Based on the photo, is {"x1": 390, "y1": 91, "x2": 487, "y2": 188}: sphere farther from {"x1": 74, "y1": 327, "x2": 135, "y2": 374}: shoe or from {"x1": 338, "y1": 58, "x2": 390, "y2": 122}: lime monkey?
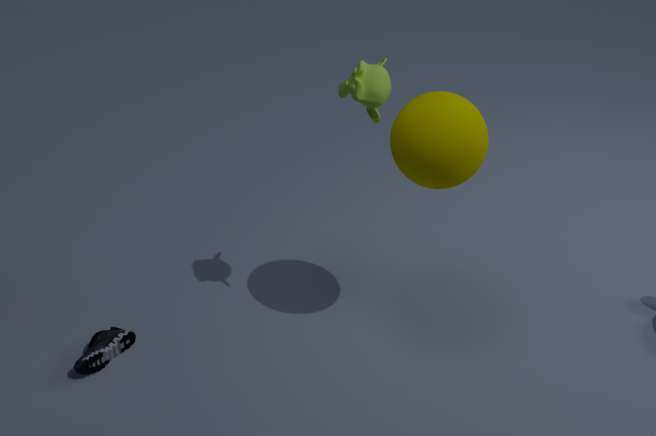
{"x1": 74, "y1": 327, "x2": 135, "y2": 374}: shoe
